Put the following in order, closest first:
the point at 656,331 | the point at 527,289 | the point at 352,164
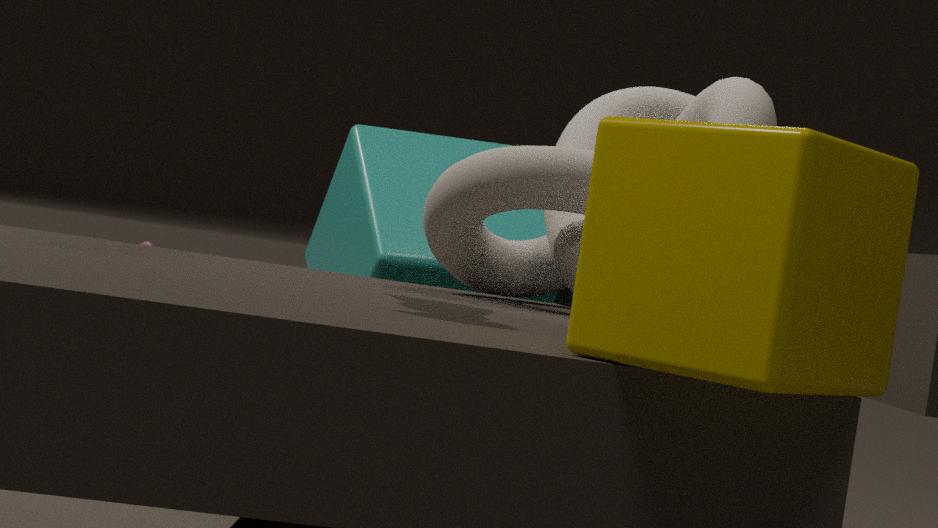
1. the point at 656,331
2. the point at 527,289
3. the point at 352,164
